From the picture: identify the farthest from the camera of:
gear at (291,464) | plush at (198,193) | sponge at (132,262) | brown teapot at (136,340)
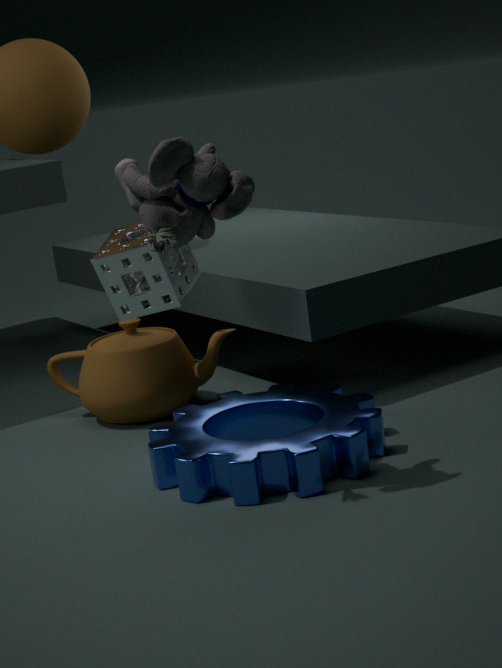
brown teapot at (136,340)
